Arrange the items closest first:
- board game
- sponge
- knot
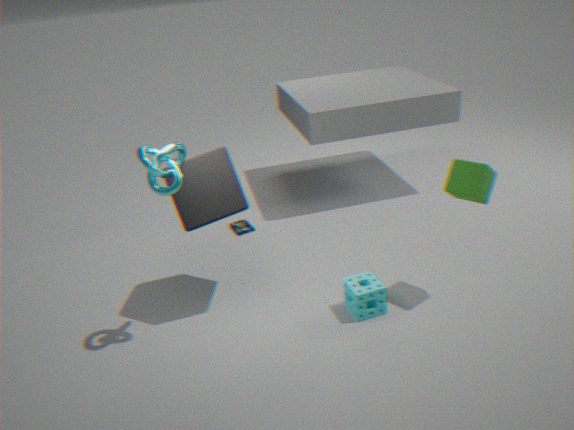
knot, sponge, board game
